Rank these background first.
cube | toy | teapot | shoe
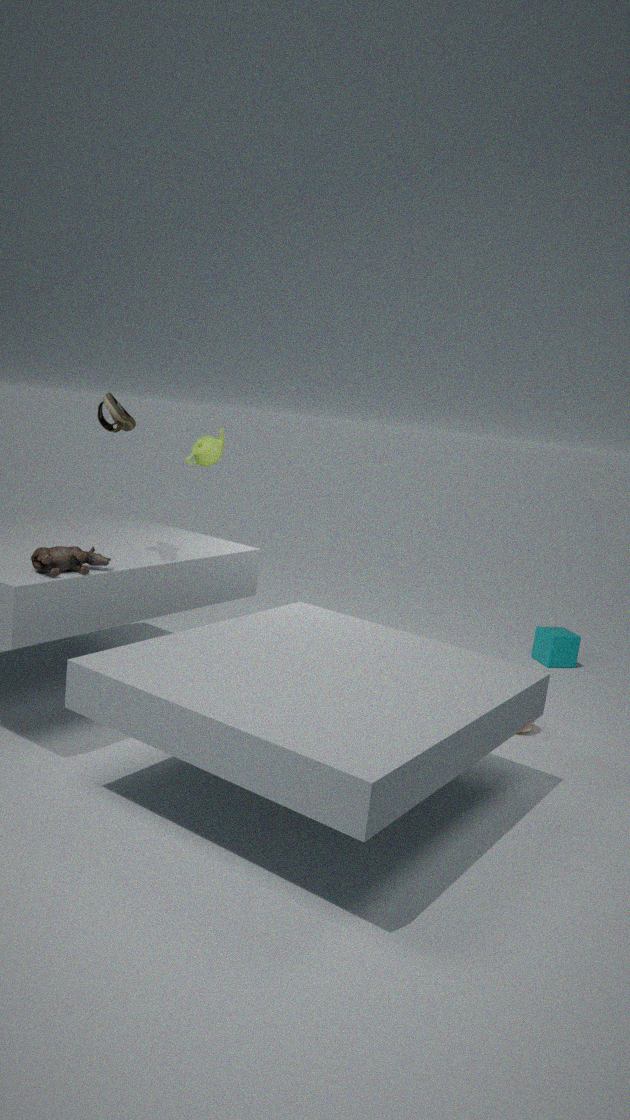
cube → teapot → shoe → toy
